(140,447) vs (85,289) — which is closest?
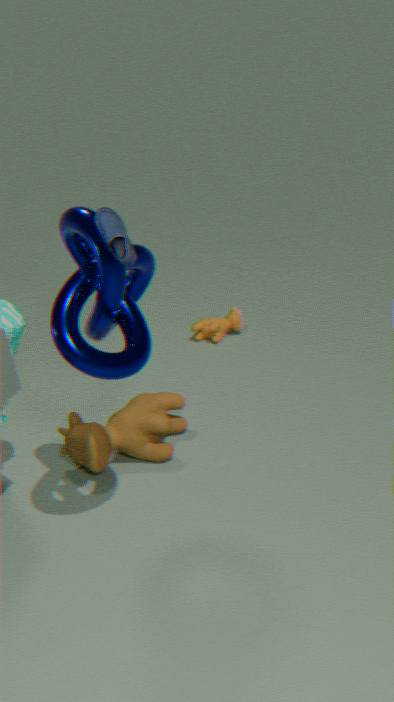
(85,289)
